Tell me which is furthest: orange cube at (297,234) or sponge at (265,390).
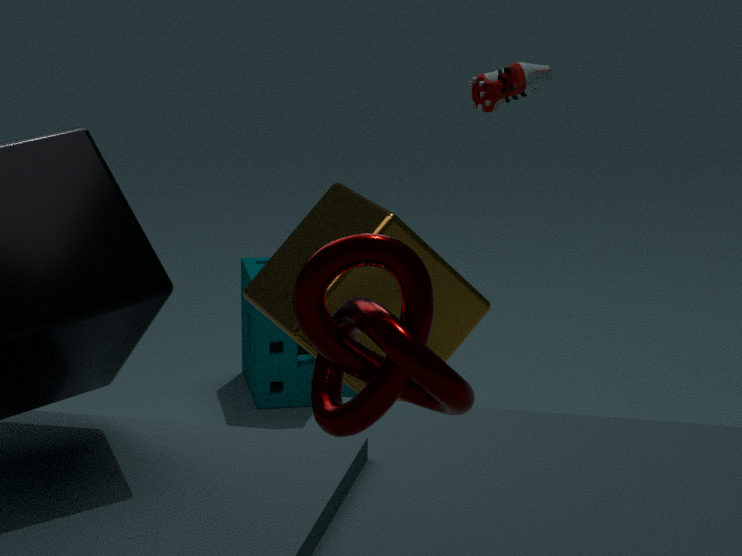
sponge at (265,390)
